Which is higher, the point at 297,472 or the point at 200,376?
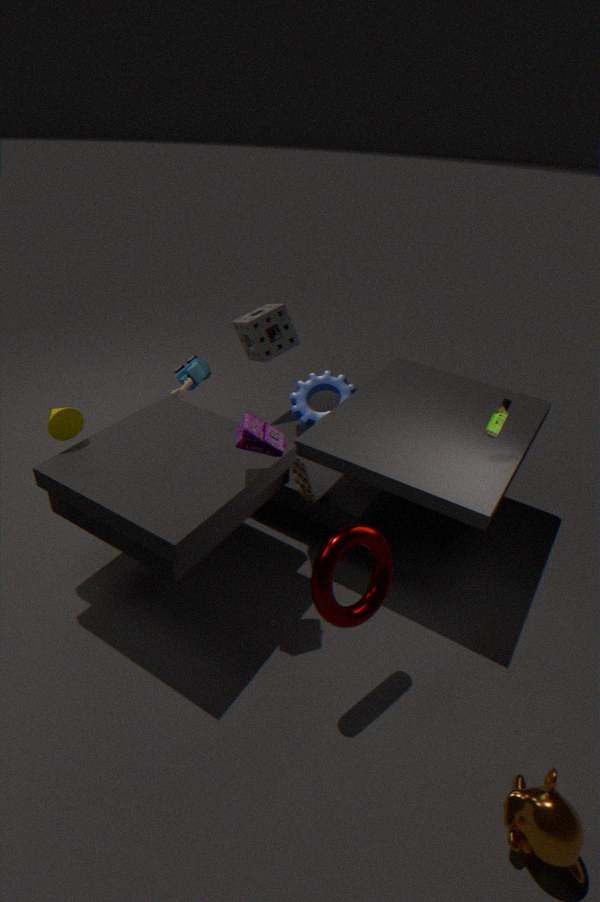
the point at 200,376
